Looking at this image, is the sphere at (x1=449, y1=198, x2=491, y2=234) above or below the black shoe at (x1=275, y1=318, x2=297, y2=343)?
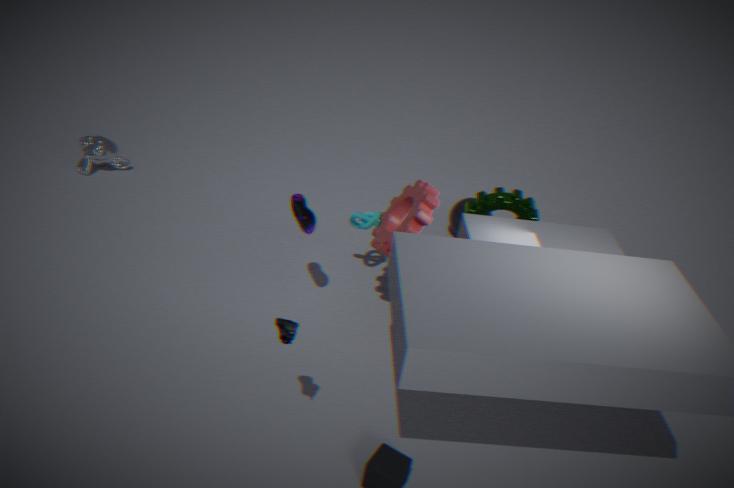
below
